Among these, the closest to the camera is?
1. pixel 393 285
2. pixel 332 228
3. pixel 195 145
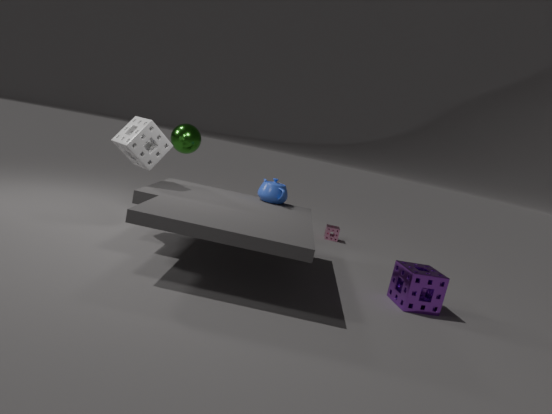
pixel 393 285
